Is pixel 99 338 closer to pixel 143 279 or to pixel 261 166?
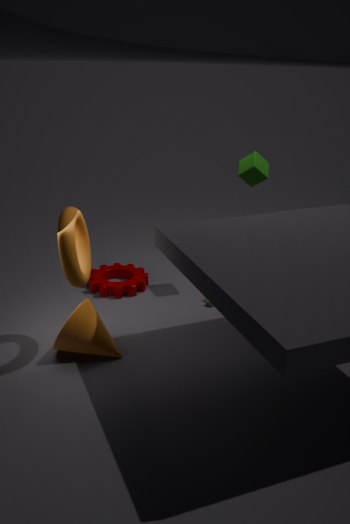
pixel 143 279
